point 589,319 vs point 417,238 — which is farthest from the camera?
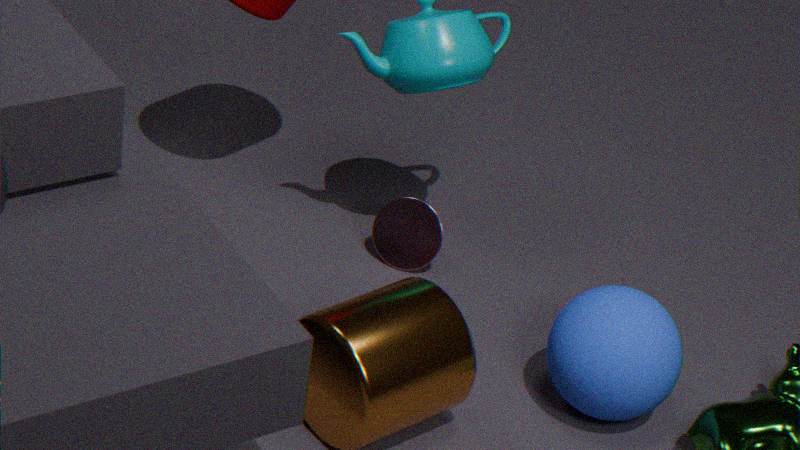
point 417,238
